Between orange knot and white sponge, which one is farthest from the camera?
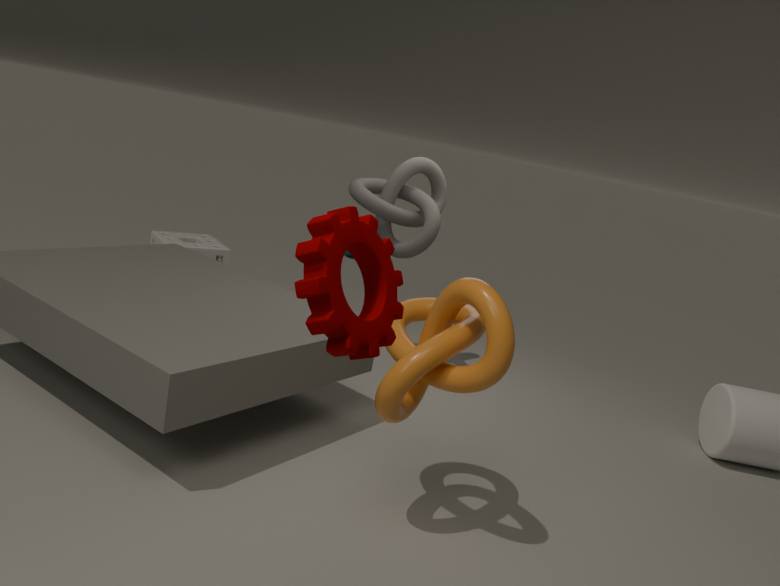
white sponge
